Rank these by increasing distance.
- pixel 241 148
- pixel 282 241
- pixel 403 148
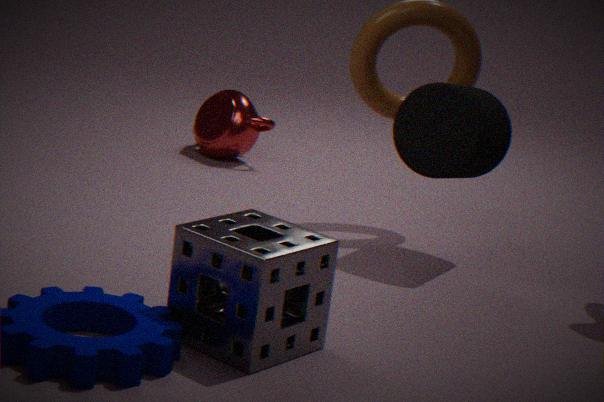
pixel 282 241, pixel 403 148, pixel 241 148
